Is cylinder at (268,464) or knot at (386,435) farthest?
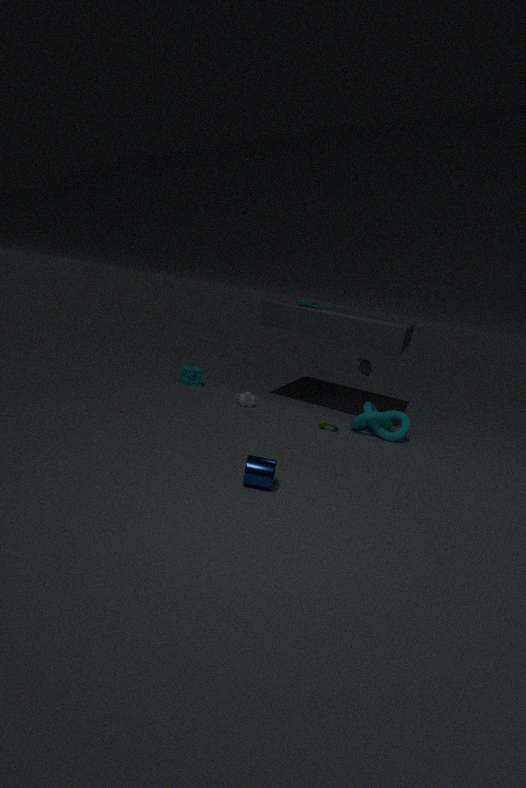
knot at (386,435)
